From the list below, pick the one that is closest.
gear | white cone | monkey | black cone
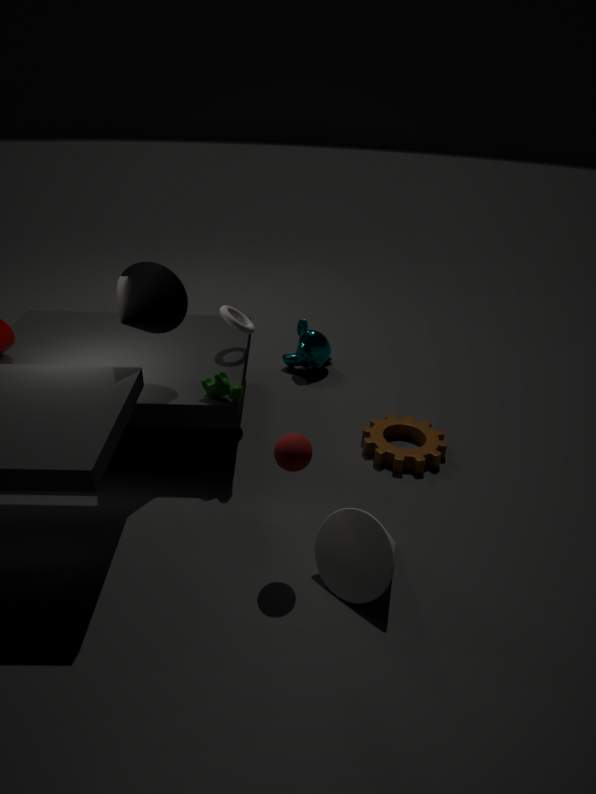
white cone
